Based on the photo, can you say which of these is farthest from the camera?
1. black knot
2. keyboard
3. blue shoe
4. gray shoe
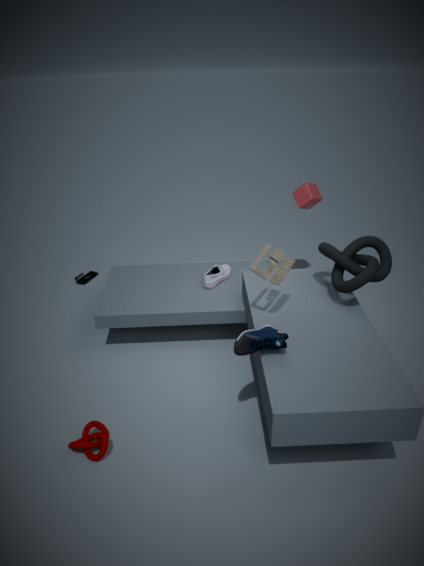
keyboard
